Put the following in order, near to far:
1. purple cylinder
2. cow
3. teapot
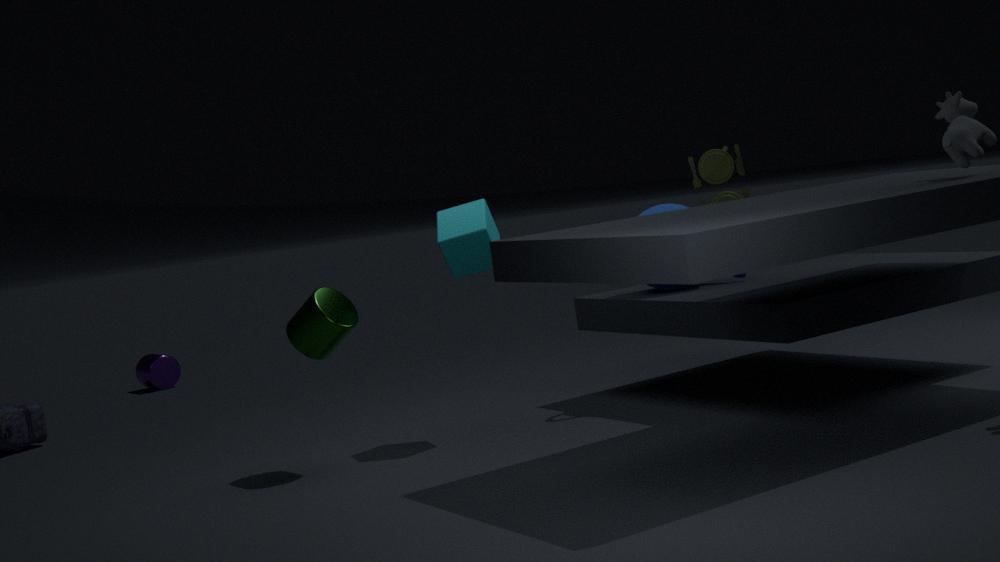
cow, teapot, purple cylinder
